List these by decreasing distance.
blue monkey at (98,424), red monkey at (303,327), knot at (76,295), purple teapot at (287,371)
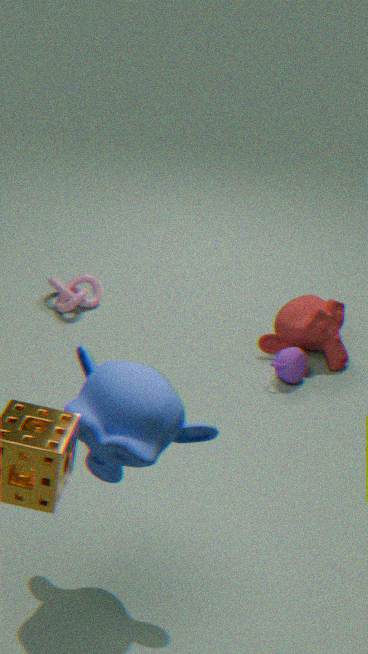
knot at (76,295), red monkey at (303,327), purple teapot at (287,371), blue monkey at (98,424)
